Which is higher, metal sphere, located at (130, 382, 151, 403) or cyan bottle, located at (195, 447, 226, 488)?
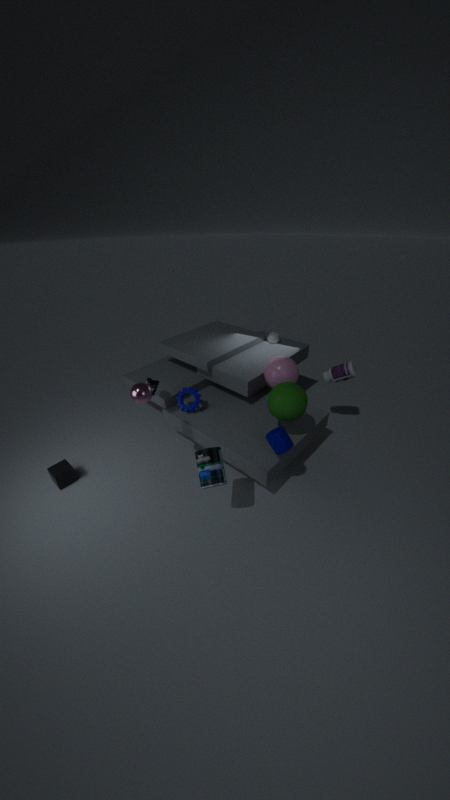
metal sphere, located at (130, 382, 151, 403)
